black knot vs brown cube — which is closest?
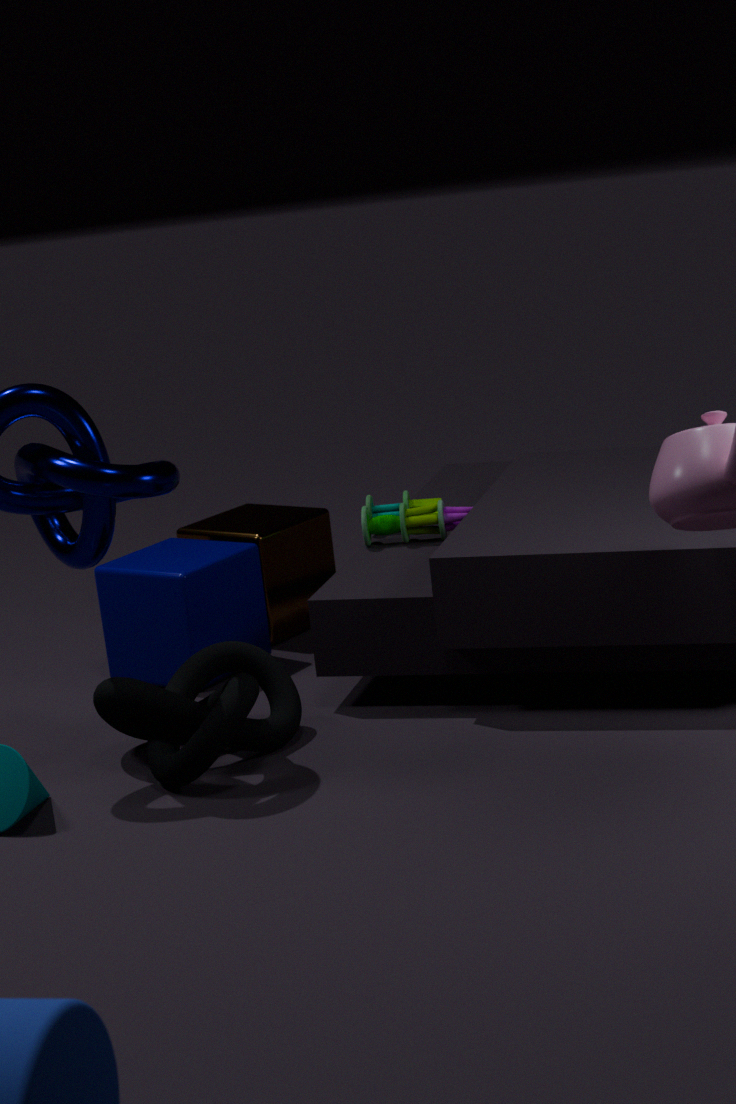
black knot
